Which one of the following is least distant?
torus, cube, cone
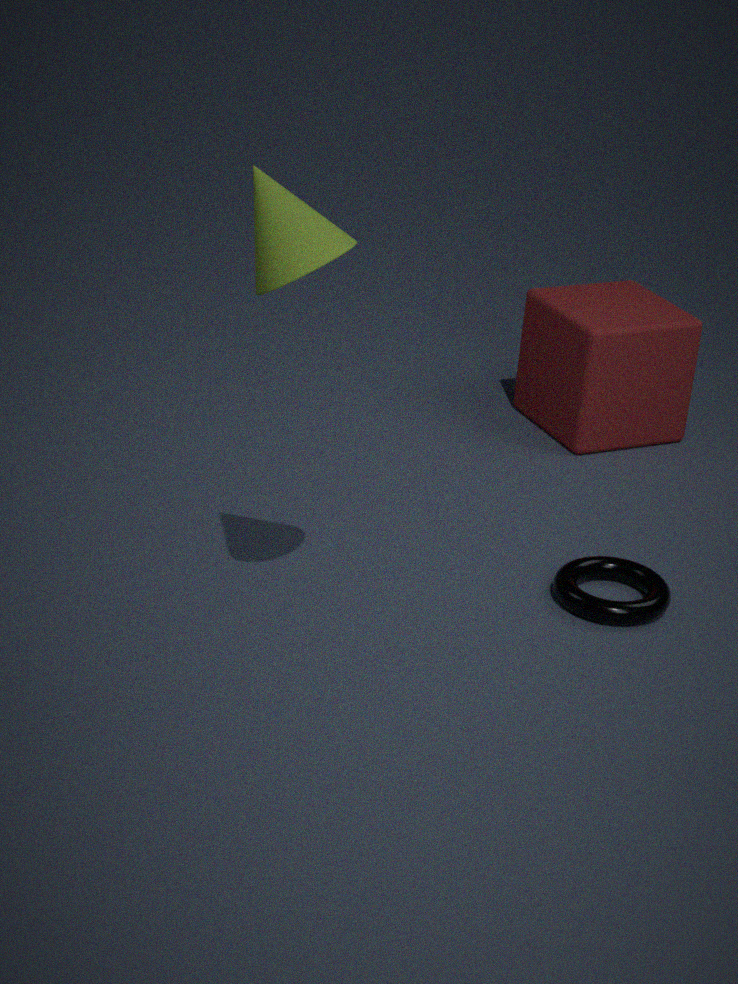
cone
